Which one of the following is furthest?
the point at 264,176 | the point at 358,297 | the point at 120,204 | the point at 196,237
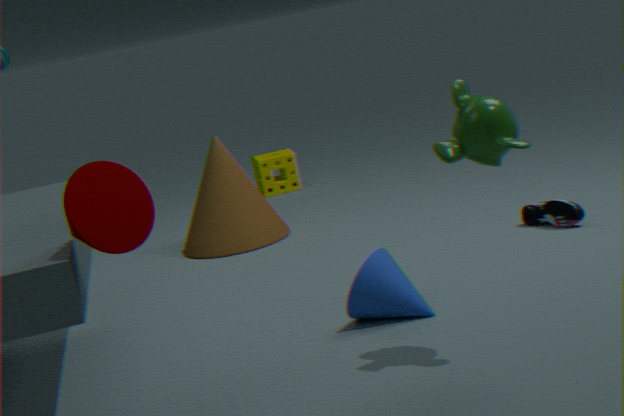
the point at 264,176
